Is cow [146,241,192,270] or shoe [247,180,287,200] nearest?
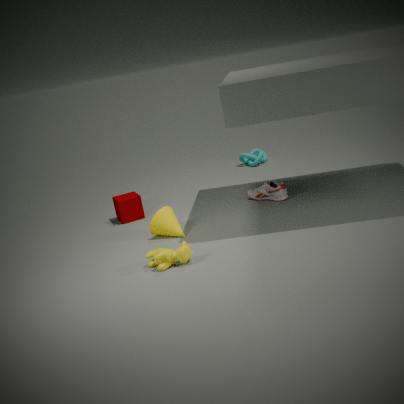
cow [146,241,192,270]
